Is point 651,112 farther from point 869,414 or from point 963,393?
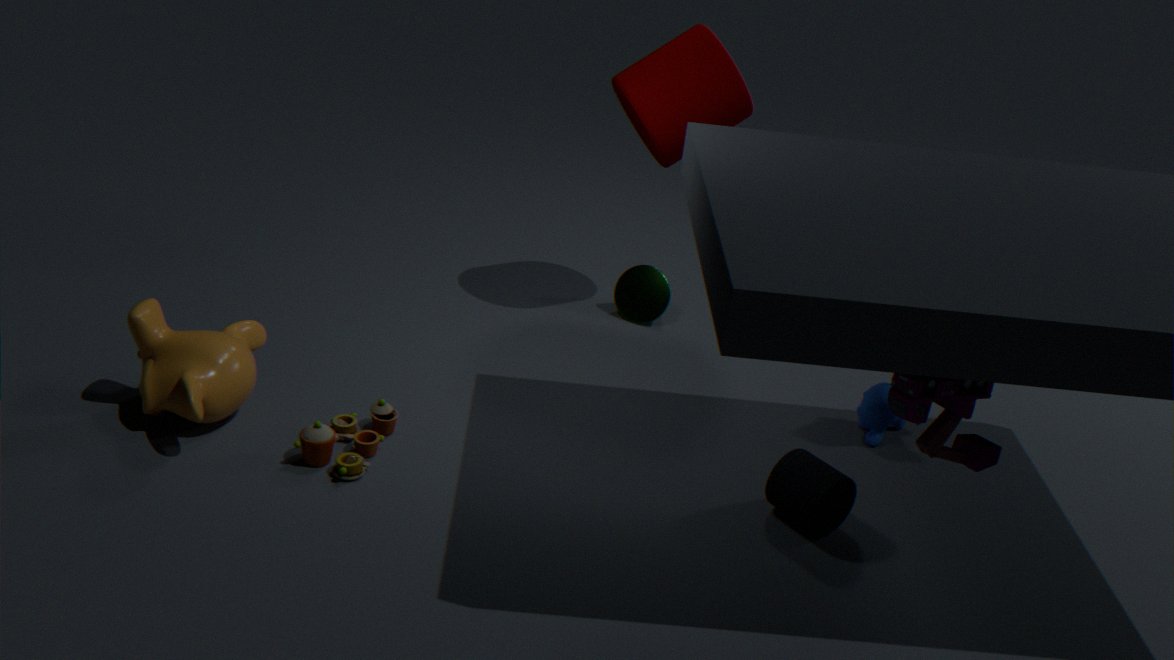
point 963,393
